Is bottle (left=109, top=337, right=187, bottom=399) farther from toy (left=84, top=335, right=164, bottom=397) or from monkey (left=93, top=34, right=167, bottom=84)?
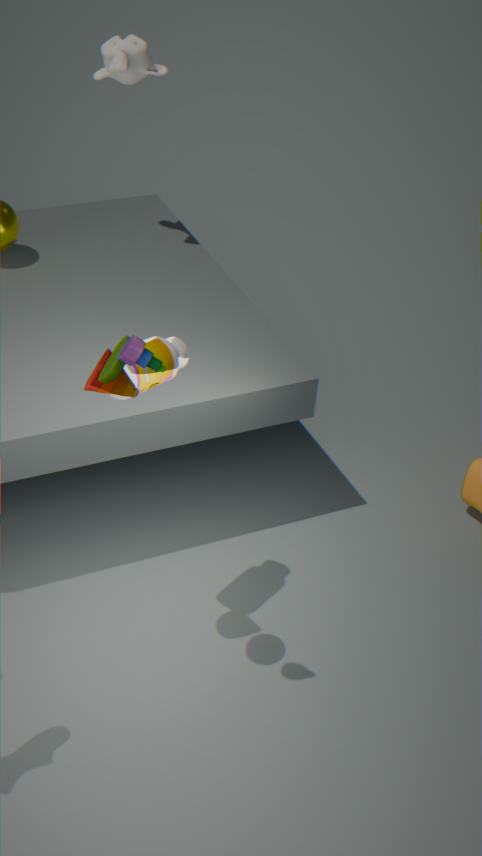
monkey (left=93, top=34, right=167, bottom=84)
